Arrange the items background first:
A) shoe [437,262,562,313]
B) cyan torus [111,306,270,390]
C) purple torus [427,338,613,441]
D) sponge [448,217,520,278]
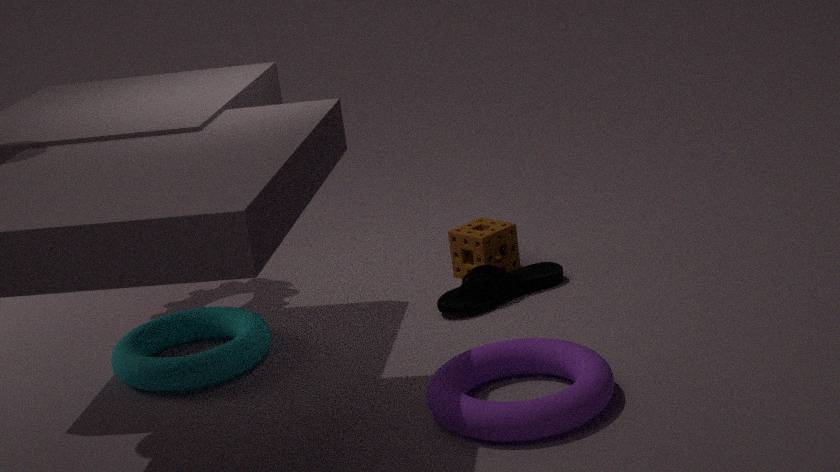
sponge [448,217,520,278] < shoe [437,262,562,313] < cyan torus [111,306,270,390] < purple torus [427,338,613,441]
